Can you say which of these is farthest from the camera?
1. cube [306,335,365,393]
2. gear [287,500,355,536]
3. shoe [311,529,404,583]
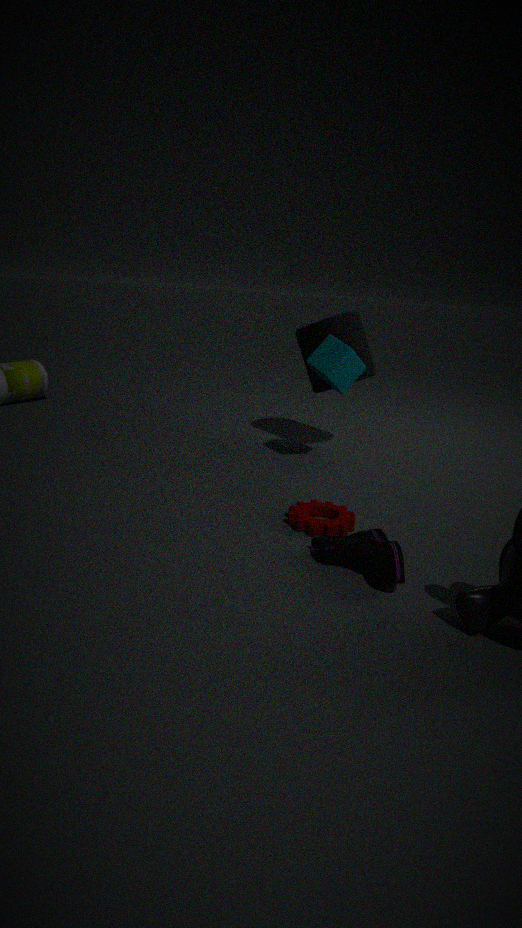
cube [306,335,365,393]
